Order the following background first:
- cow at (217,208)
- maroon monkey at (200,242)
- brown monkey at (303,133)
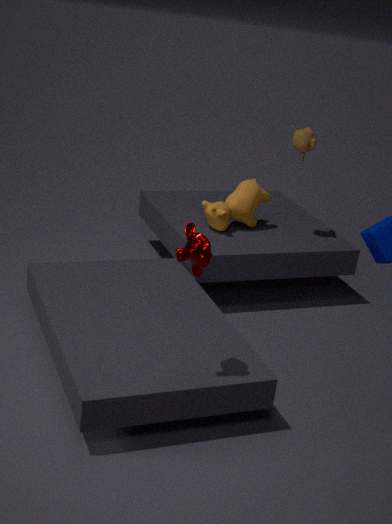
cow at (217,208) < brown monkey at (303,133) < maroon monkey at (200,242)
